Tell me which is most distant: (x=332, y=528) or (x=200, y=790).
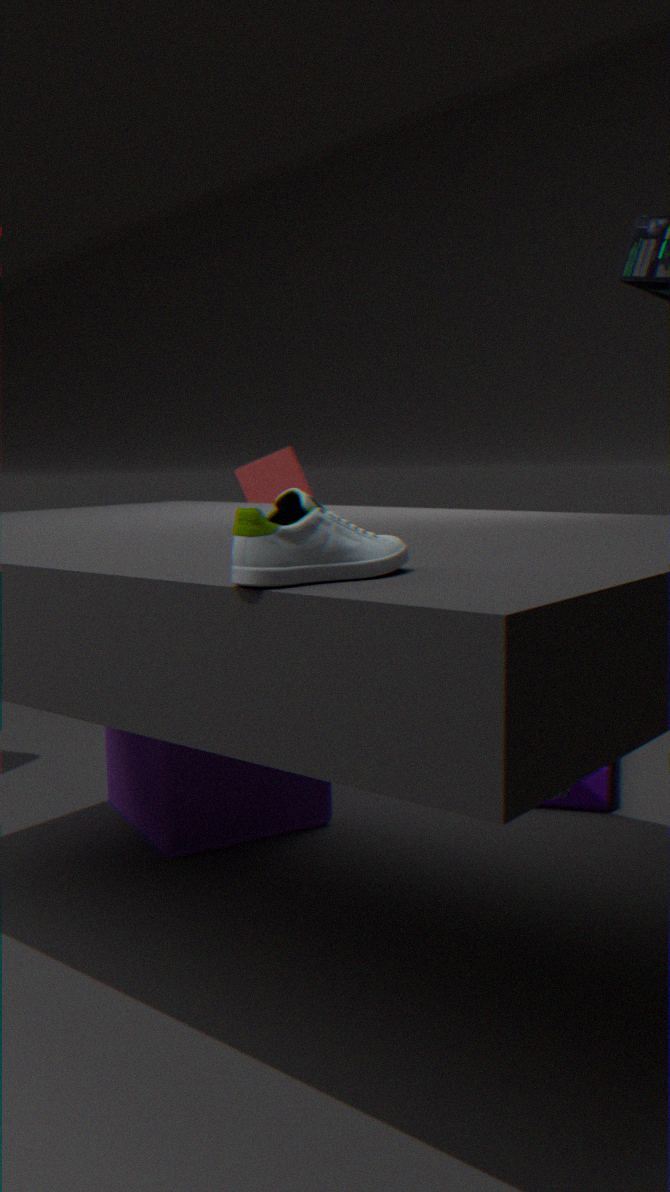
(x=200, y=790)
